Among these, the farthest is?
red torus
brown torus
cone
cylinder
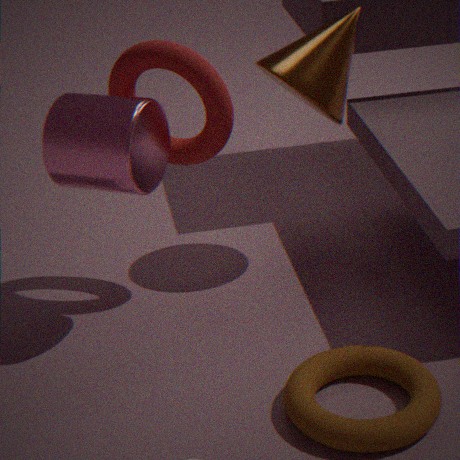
cone
